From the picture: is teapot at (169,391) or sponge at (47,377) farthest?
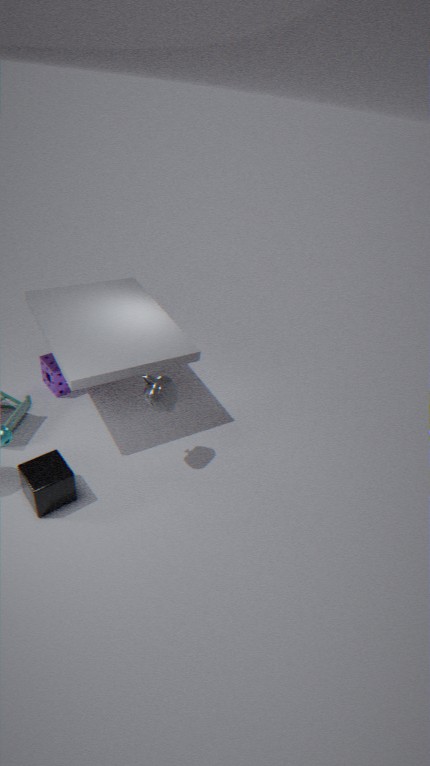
sponge at (47,377)
